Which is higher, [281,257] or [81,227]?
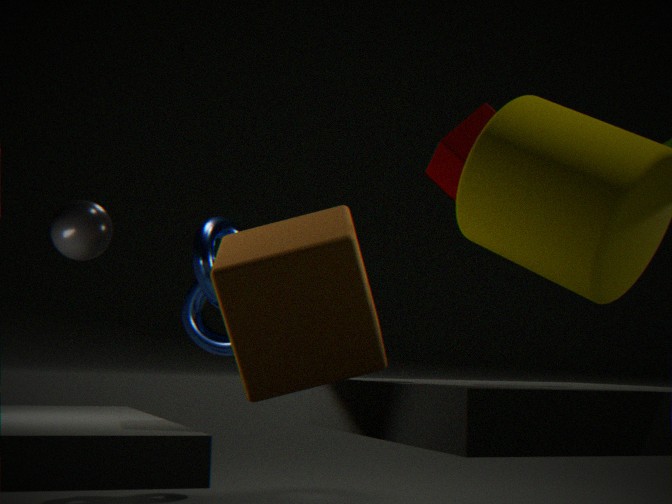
[81,227]
